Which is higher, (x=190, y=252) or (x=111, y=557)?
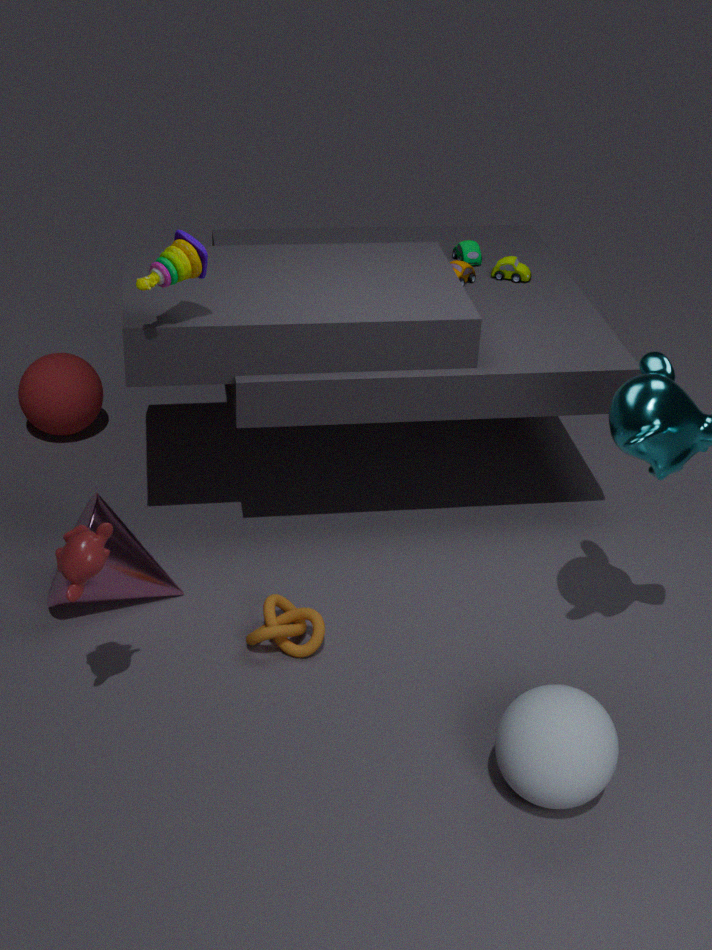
(x=190, y=252)
